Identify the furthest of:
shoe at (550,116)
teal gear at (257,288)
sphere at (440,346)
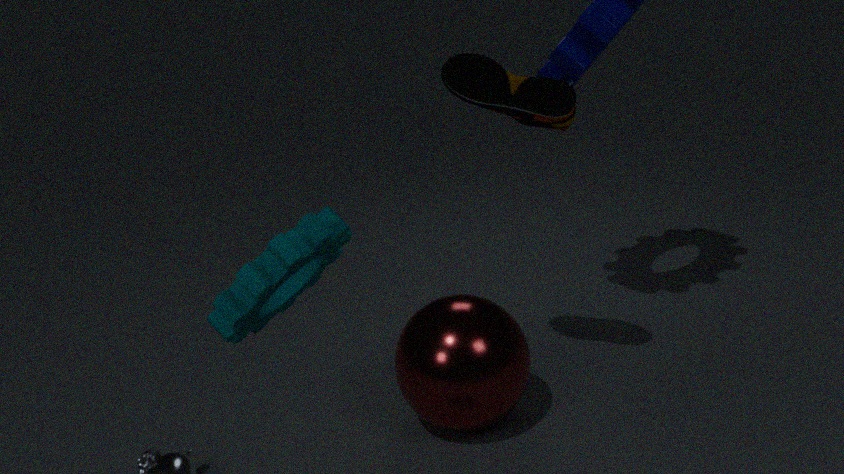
sphere at (440,346)
